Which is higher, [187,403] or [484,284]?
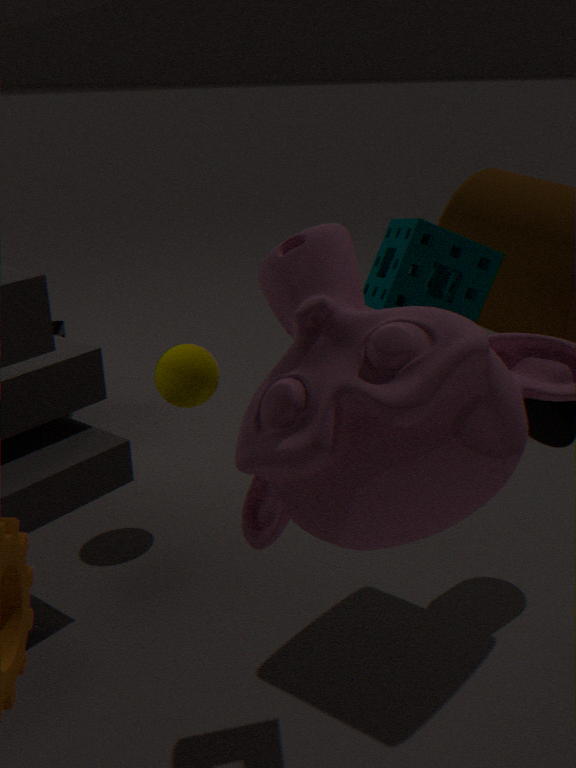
[484,284]
